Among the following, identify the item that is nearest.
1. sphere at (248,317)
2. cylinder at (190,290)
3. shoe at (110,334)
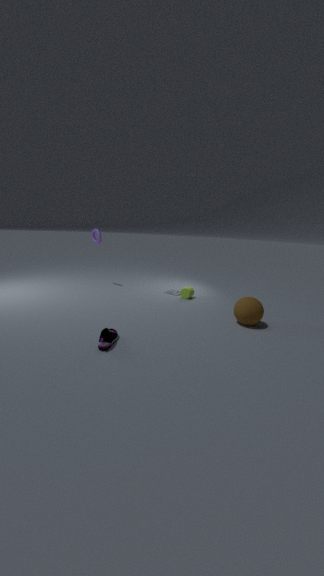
shoe at (110,334)
